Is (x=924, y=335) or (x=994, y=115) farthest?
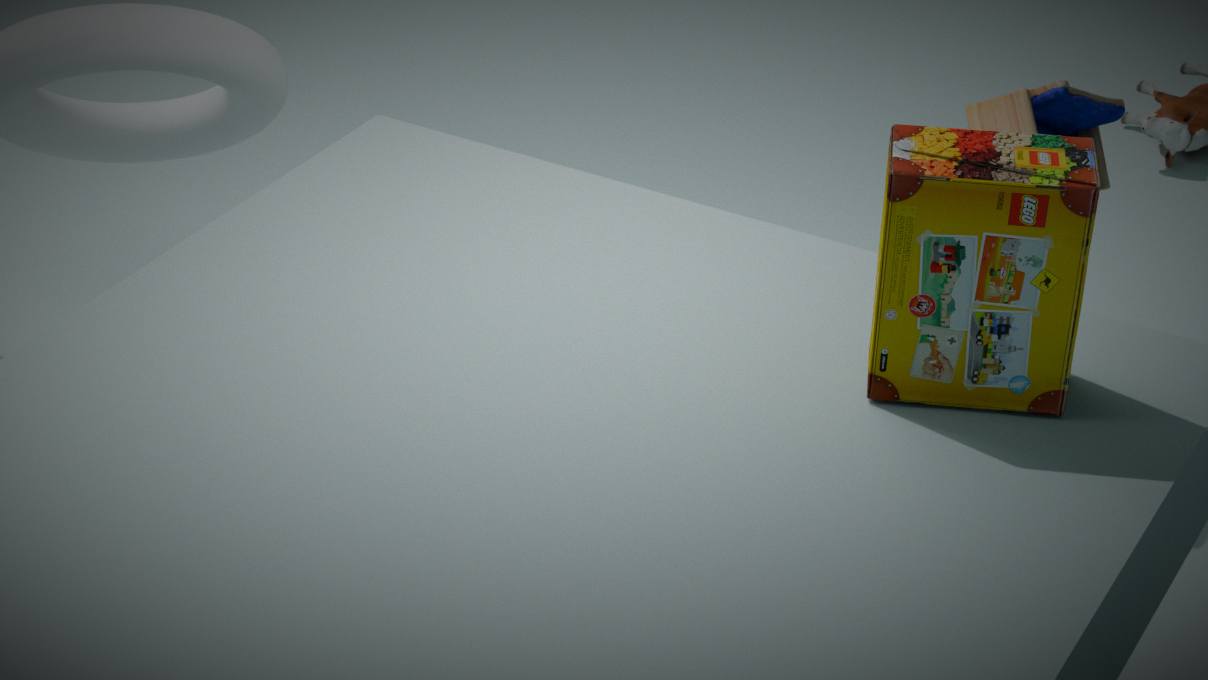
(x=994, y=115)
